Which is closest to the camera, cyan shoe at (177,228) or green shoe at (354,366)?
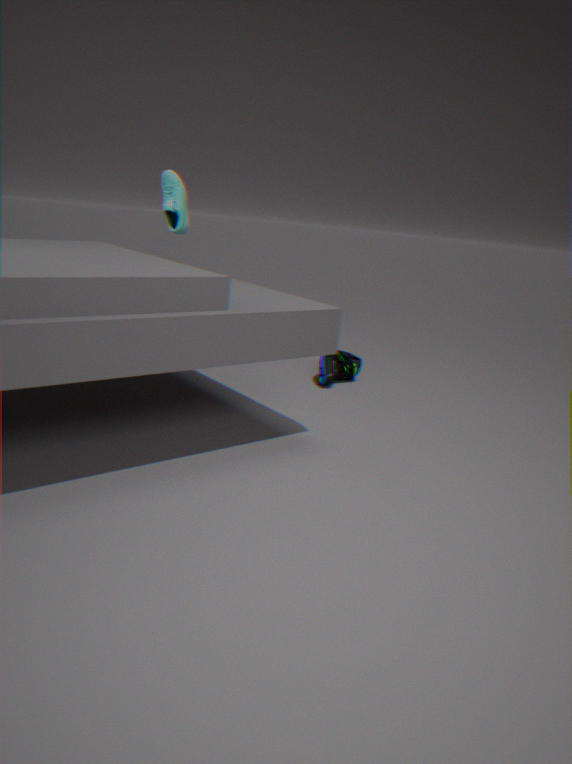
cyan shoe at (177,228)
